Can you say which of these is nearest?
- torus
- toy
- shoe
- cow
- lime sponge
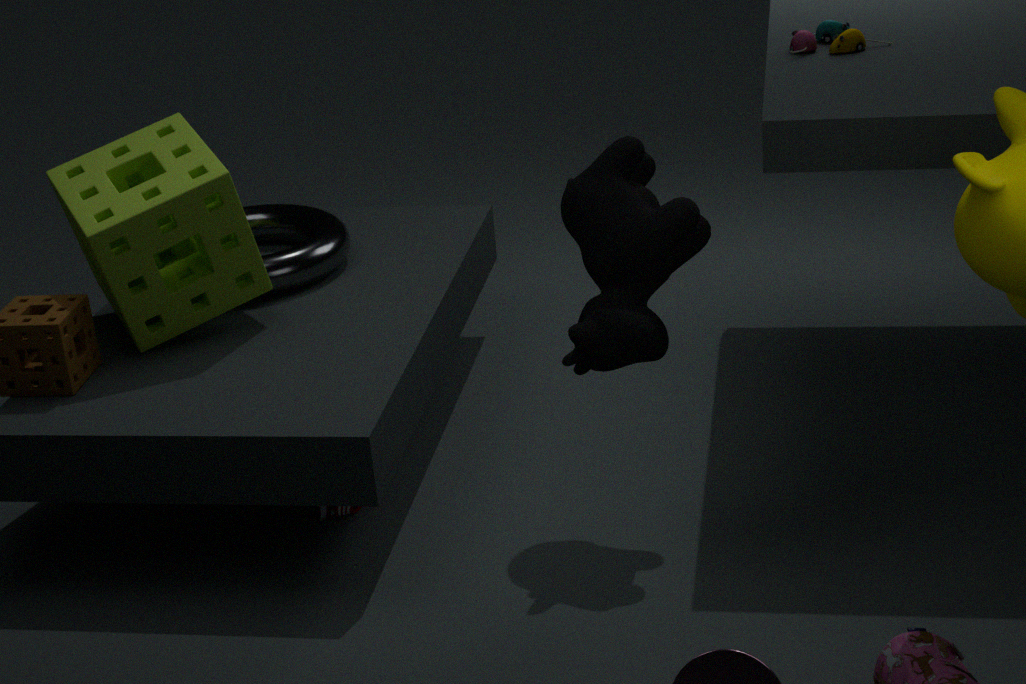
cow
